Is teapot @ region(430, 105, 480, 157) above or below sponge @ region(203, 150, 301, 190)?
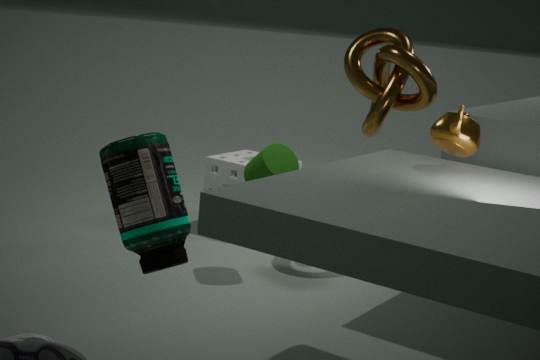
above
